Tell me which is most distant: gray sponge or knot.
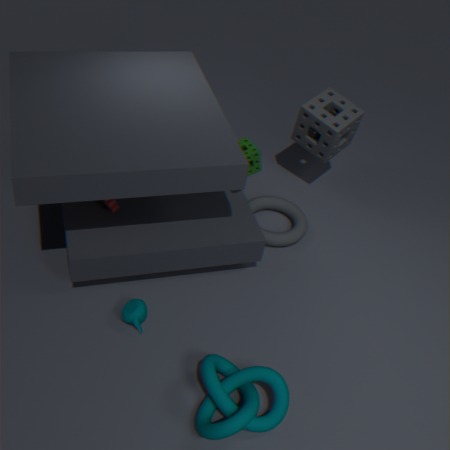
gray sponge
